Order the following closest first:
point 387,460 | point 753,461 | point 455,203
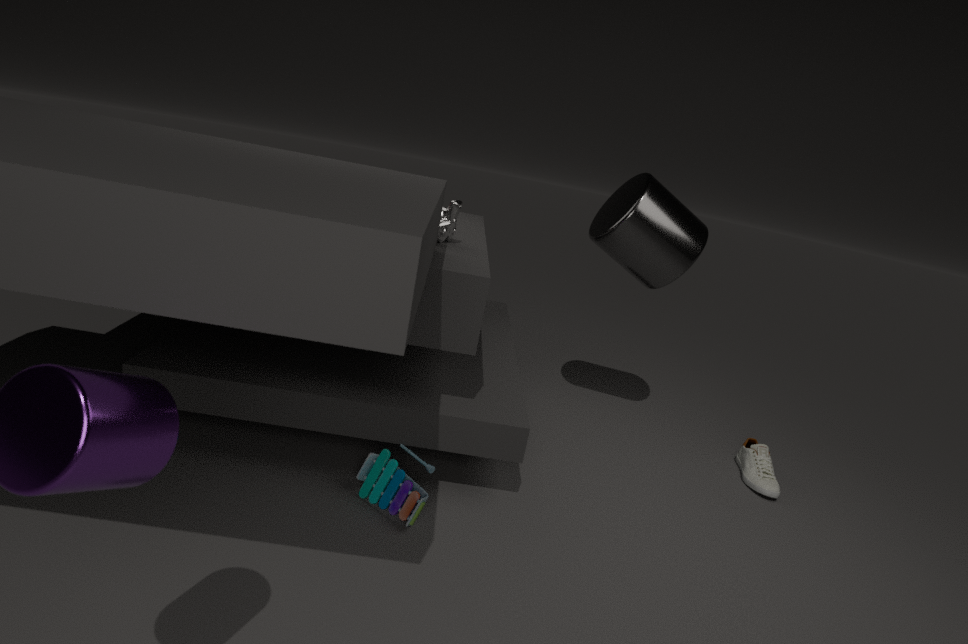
point 387,460 < point 455,203 < point 753,461
